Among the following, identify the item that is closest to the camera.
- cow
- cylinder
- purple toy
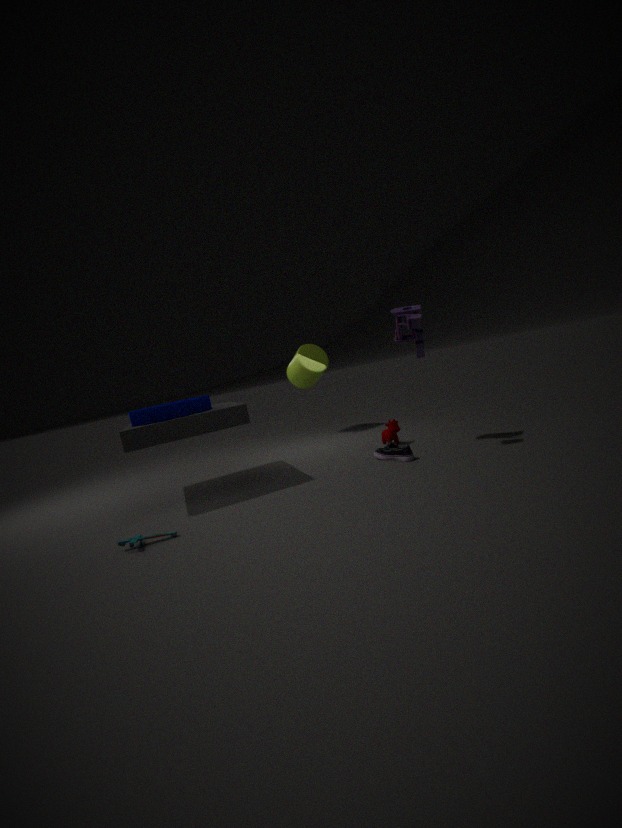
purple toy
